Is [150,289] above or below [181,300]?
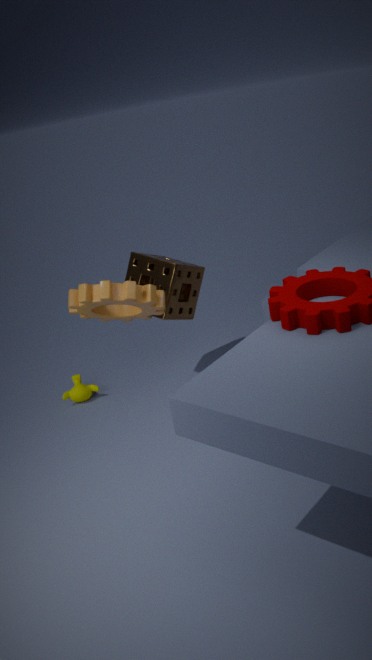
above
